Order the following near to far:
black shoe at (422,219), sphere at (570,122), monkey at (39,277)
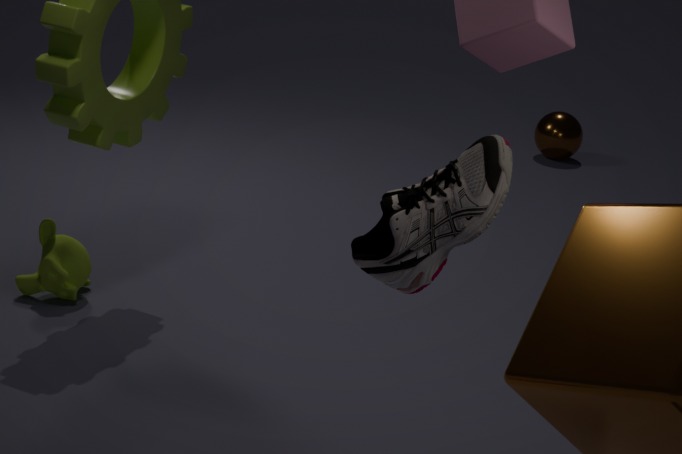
black shoe at (422,219) < monkey at (39,277) < sphere at (570,122)
